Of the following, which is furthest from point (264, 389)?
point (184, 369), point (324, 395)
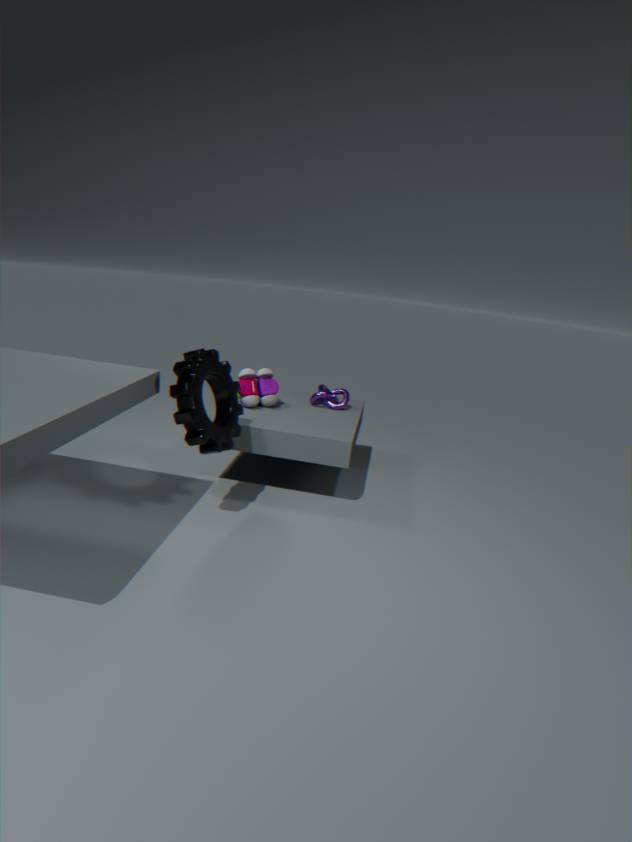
point (184, 369)
